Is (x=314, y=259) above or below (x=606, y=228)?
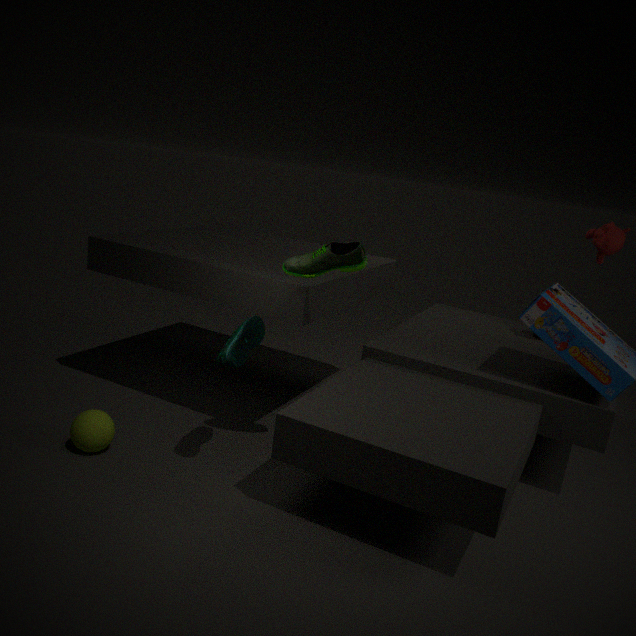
below
